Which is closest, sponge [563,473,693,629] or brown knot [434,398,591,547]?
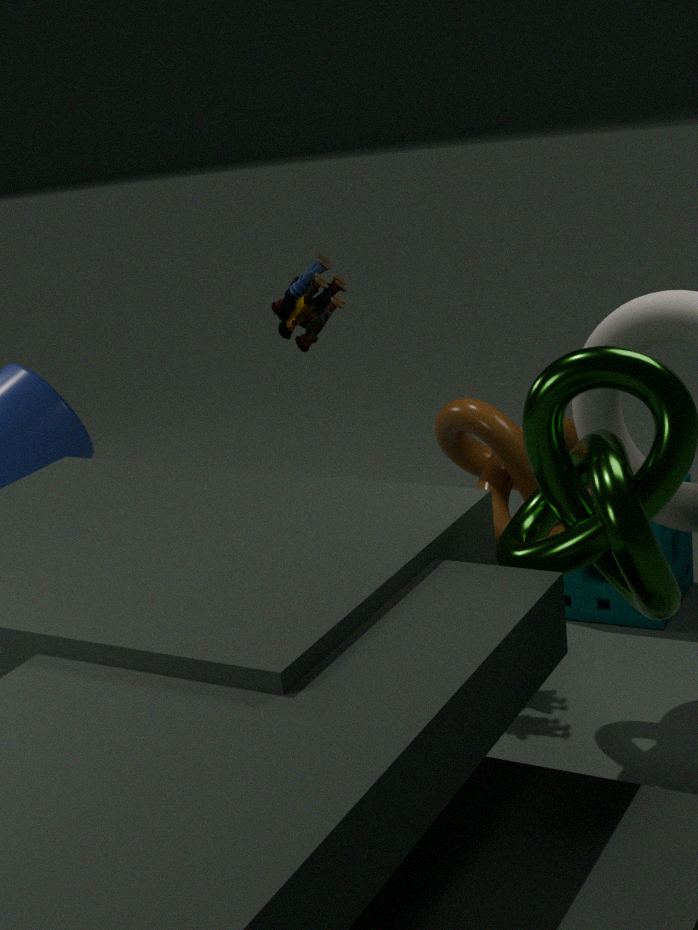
brown knot [434,398,591,547]
